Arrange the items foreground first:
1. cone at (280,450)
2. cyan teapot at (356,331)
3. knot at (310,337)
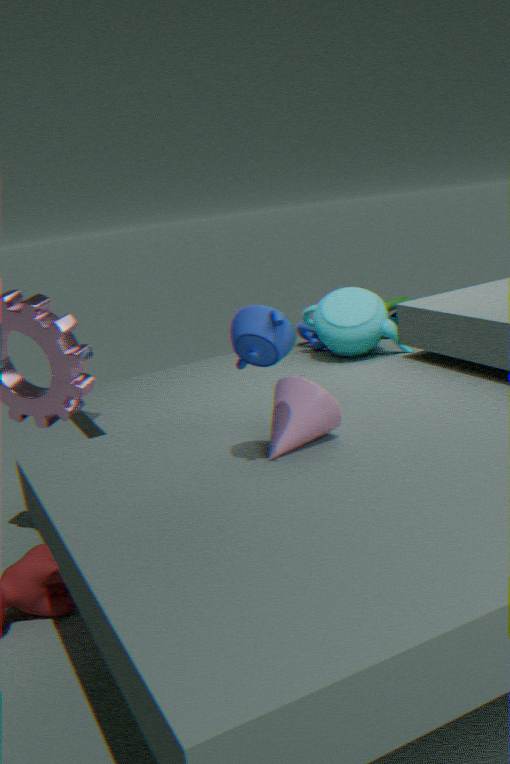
cone at (280,450)
cyan teapot at (356,331)
knot at (310,337)
